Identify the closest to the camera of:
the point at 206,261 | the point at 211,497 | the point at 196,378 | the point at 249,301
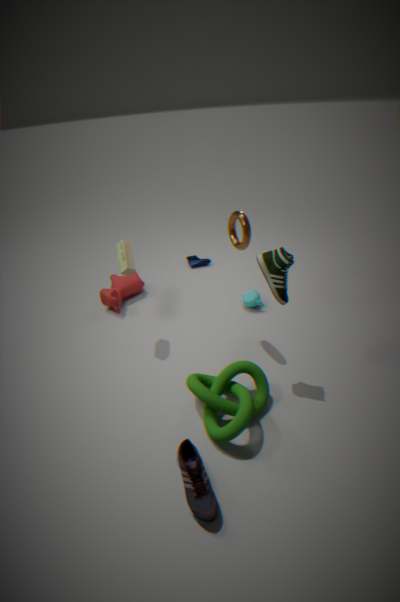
the point at 211,497
